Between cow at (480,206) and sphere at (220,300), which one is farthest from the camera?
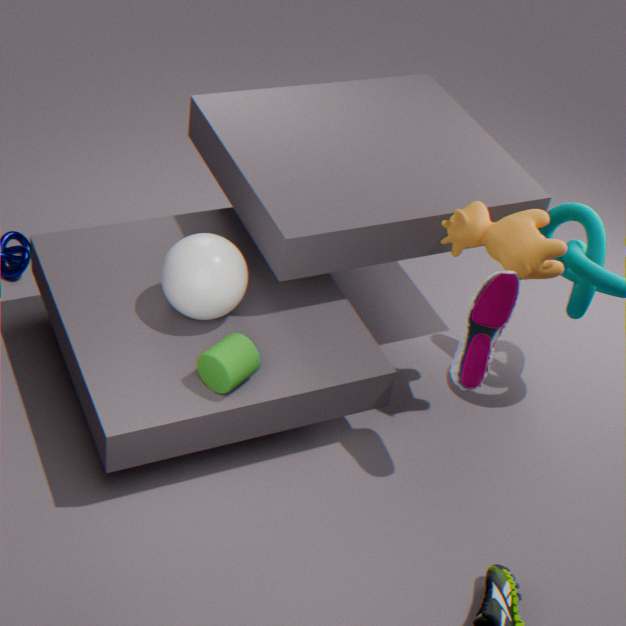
cow at (480,206)
